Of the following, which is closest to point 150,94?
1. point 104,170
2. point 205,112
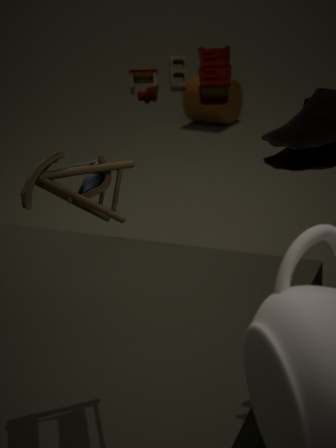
point 104,170
